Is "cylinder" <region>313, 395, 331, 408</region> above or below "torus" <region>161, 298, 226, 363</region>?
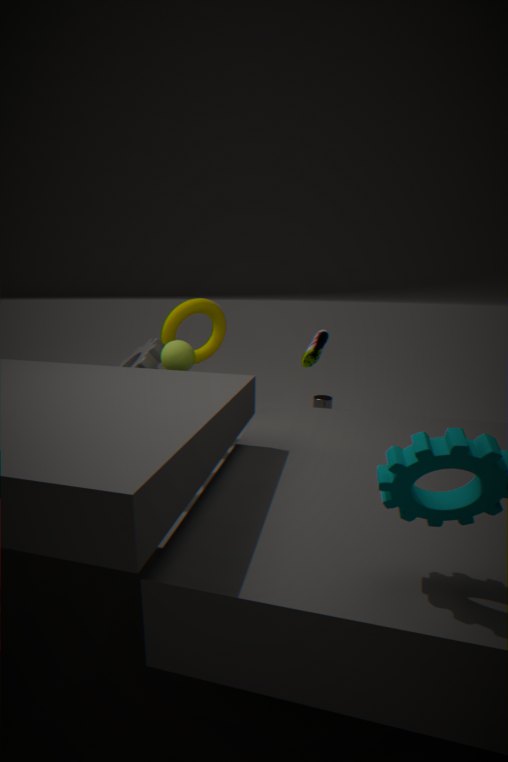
below
